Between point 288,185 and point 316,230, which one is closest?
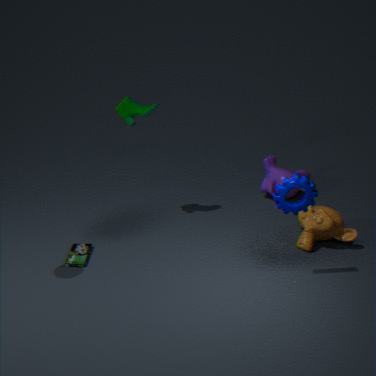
point 288,185
